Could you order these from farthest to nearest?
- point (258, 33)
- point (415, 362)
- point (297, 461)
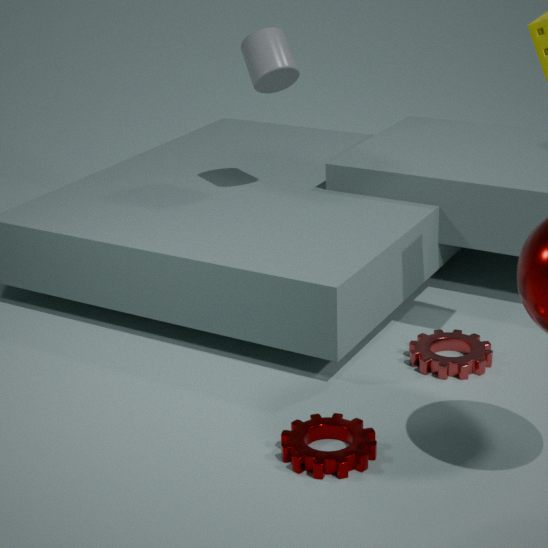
point (258, 33), point (415, 362), point (297, 461)
